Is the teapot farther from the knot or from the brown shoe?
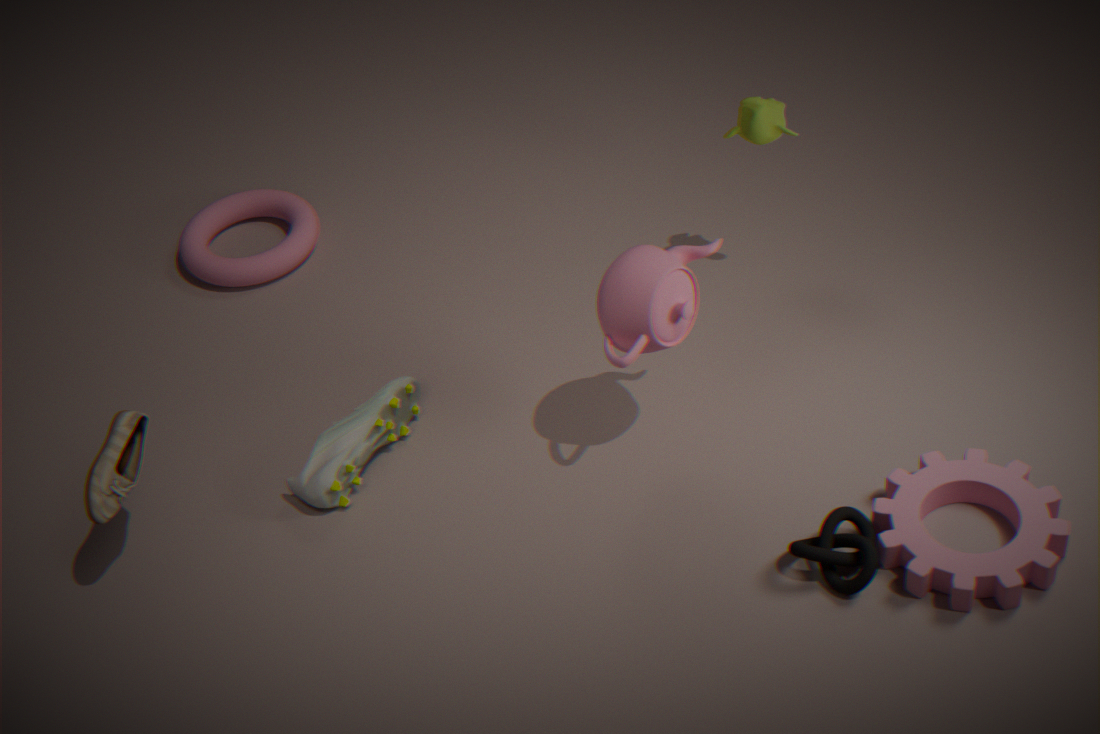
the brown shoe
